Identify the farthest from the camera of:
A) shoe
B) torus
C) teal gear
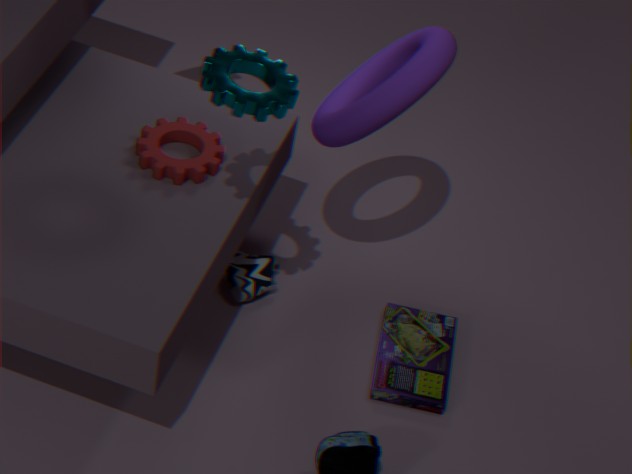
shoe
